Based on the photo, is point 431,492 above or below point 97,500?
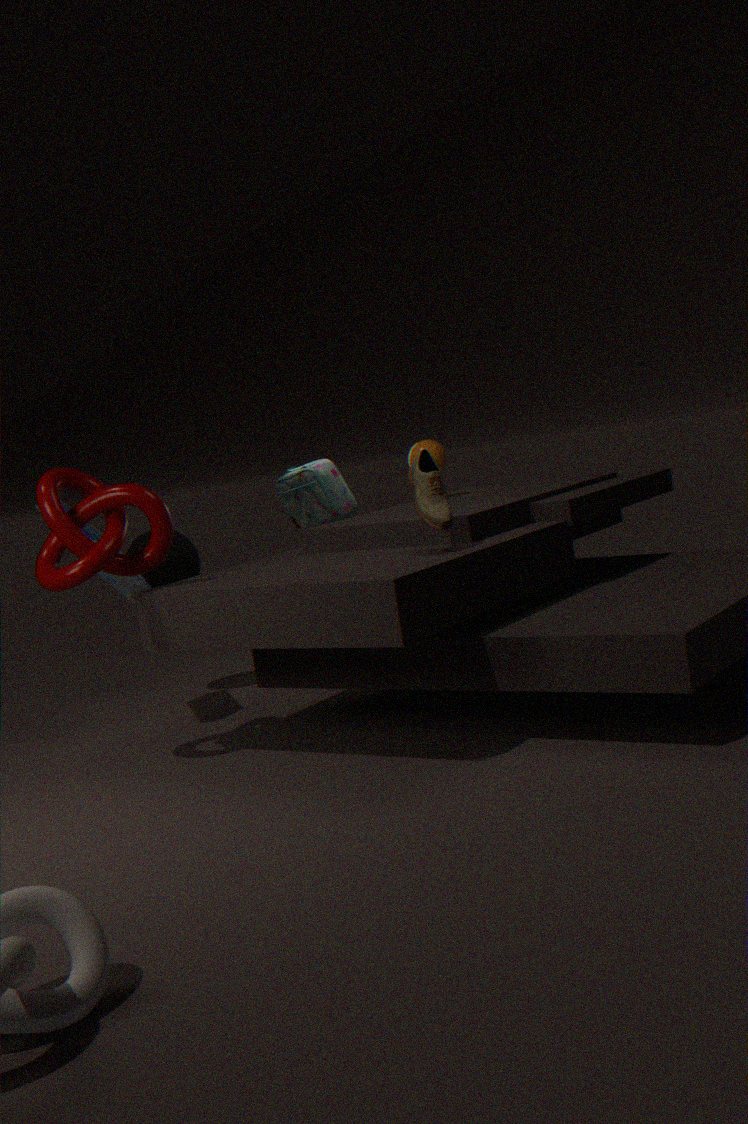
below
